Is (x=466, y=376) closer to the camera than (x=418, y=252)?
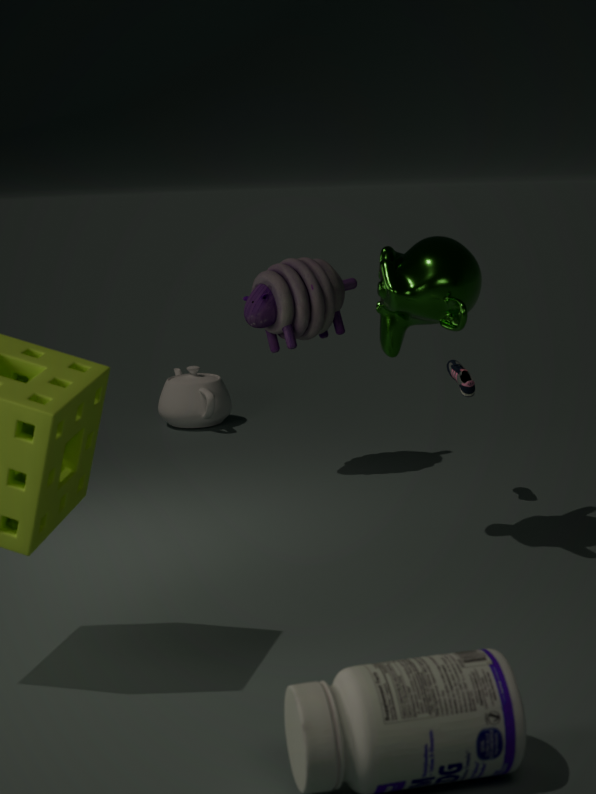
No
